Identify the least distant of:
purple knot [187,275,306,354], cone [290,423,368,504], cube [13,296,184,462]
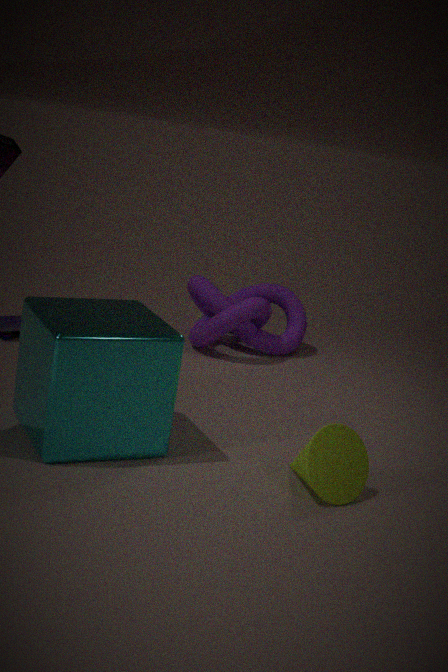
cube [13,296,184,462]
